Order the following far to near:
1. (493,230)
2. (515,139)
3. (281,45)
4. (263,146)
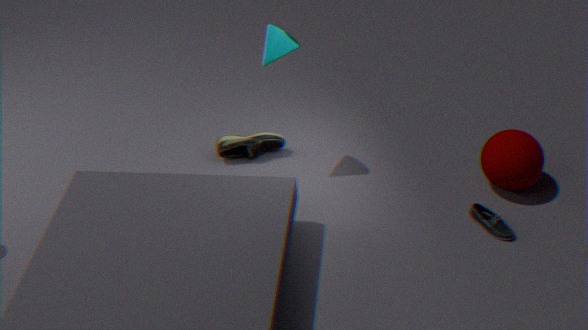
(263,146), (515,139), (281,45), (493,230)
